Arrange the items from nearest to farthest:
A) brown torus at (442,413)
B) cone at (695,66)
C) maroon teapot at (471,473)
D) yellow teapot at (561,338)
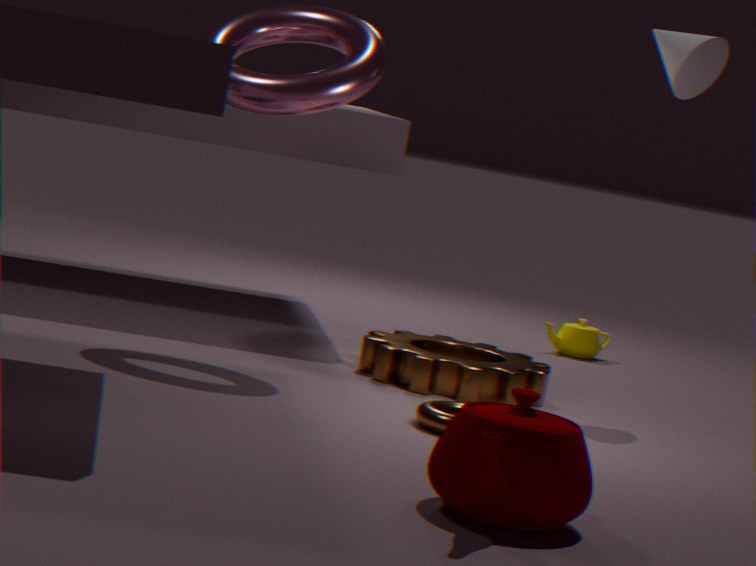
maroon teapot at (471,473), brown torus at (442,413), cone at (695,66), yellow teapot at (561,338)
